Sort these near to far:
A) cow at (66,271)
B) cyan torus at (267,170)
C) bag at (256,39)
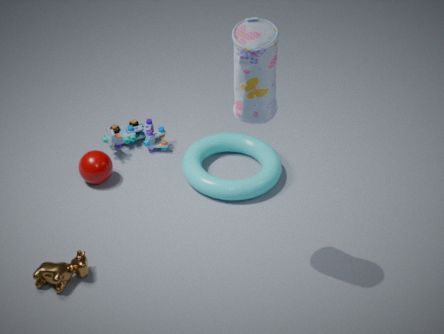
bag at (256,39) < cow at (66,271) < cyan torus at (267,170)
